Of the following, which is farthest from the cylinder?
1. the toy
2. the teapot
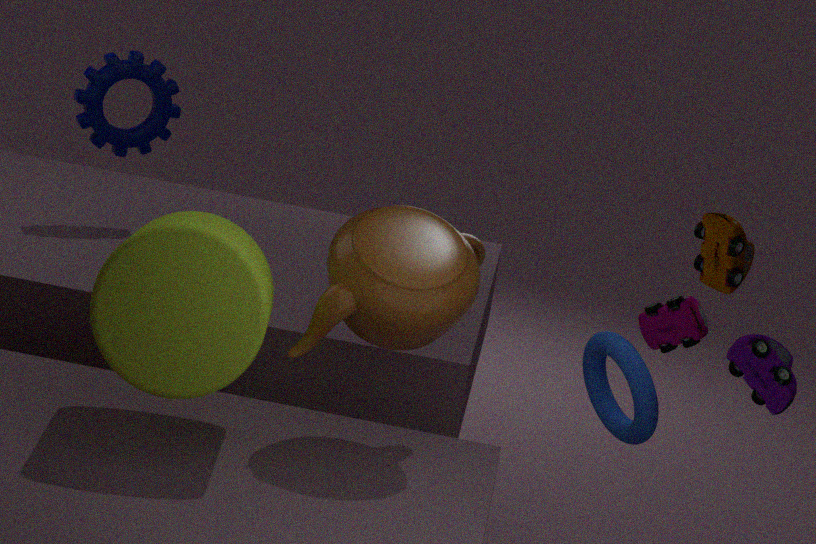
the toy
